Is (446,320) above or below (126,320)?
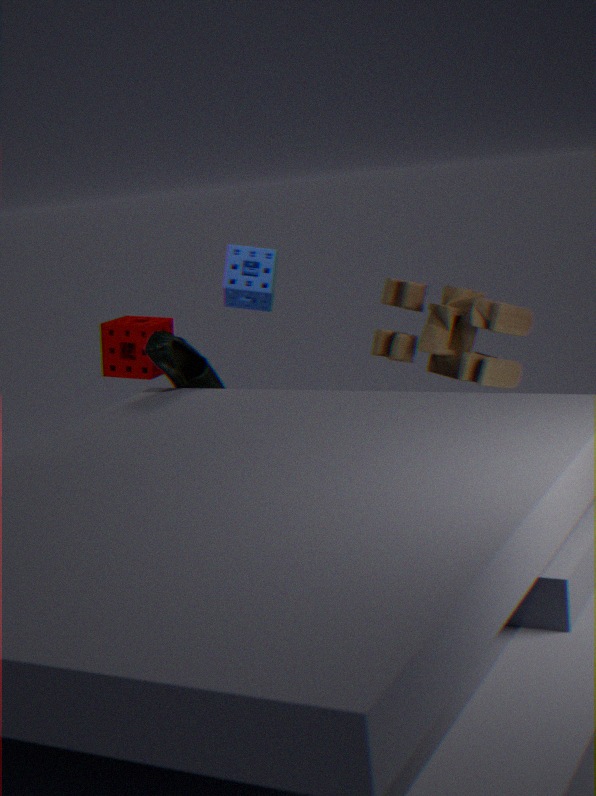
below
